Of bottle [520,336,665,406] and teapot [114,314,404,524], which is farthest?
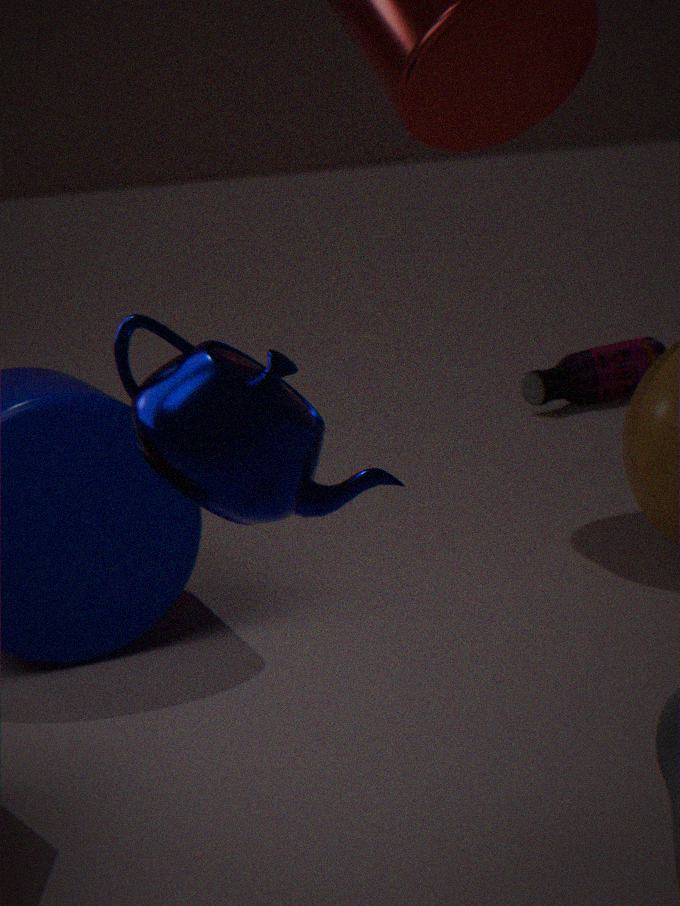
bottle [520,336,665,406]
